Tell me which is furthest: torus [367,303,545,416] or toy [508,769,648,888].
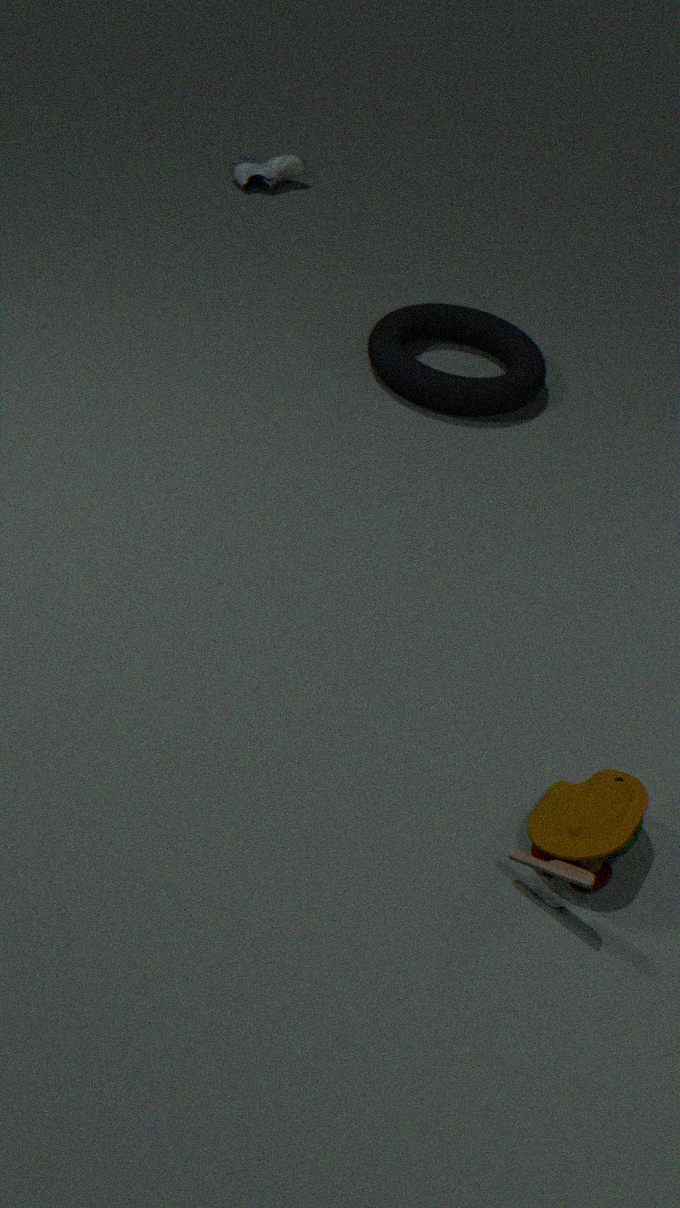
torus [367,303,545,416]
